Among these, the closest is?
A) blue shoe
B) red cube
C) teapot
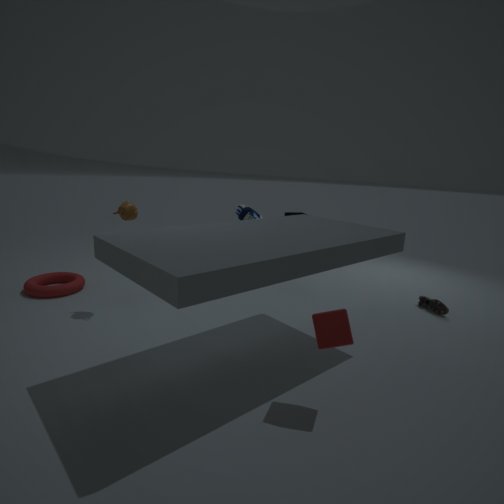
red cube
